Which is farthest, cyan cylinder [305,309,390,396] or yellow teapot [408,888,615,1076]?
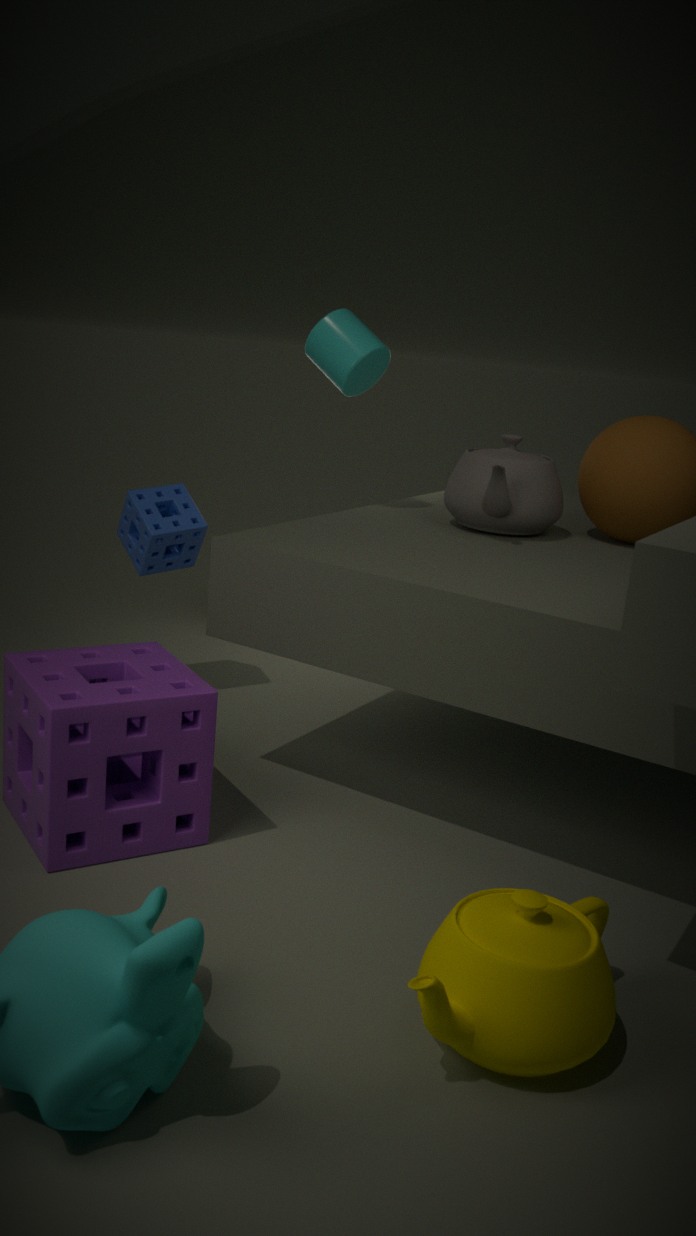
cyan cylinder [305,309,390,396]
